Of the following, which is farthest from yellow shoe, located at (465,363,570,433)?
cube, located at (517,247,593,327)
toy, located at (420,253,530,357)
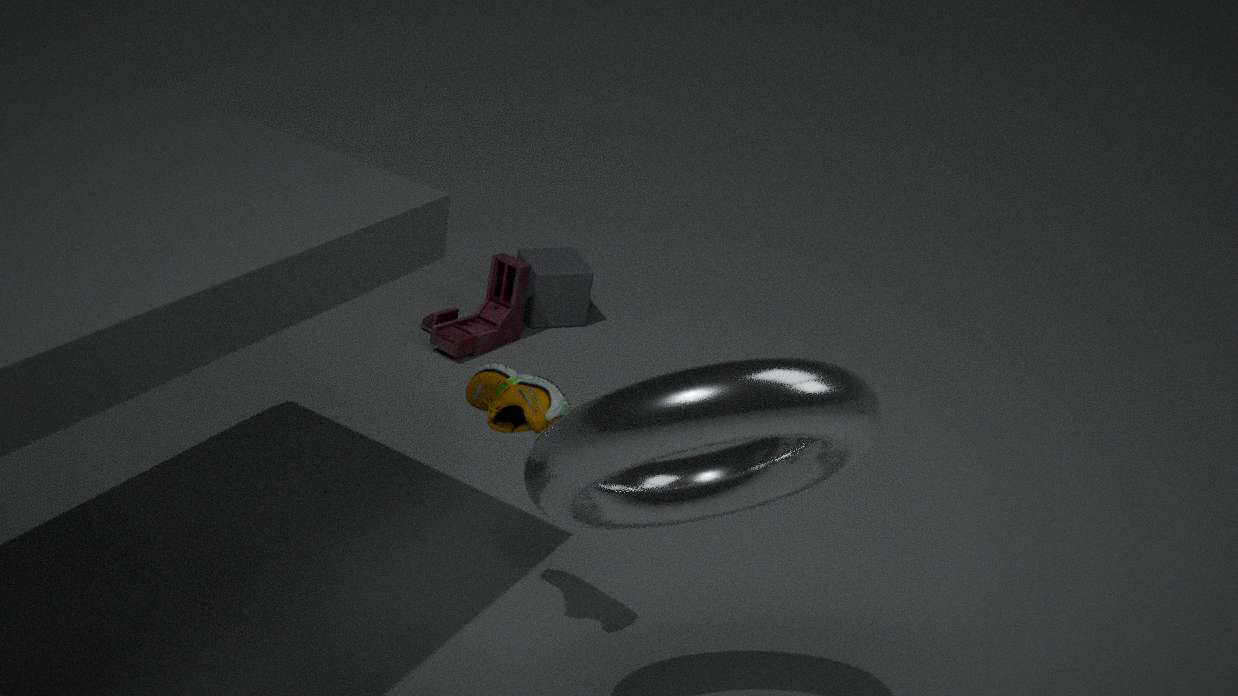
cube, located at (517,247,593,327)
